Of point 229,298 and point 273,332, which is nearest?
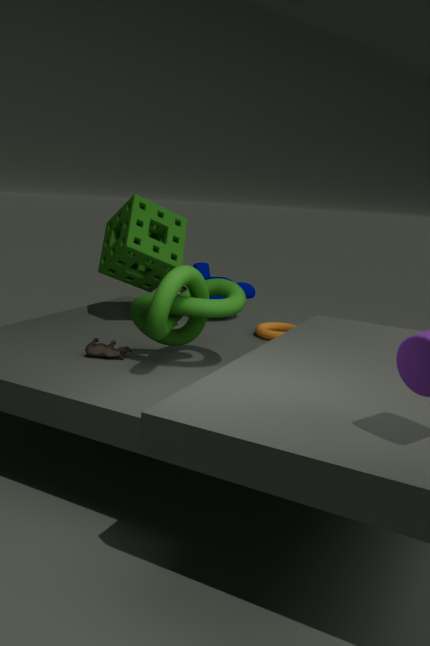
point 229,298
